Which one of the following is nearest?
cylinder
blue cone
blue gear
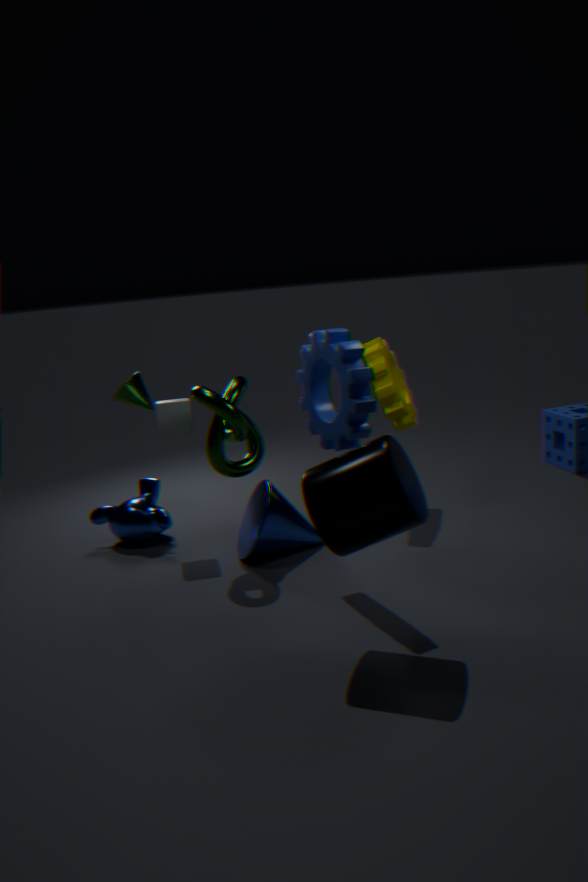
cylinder
